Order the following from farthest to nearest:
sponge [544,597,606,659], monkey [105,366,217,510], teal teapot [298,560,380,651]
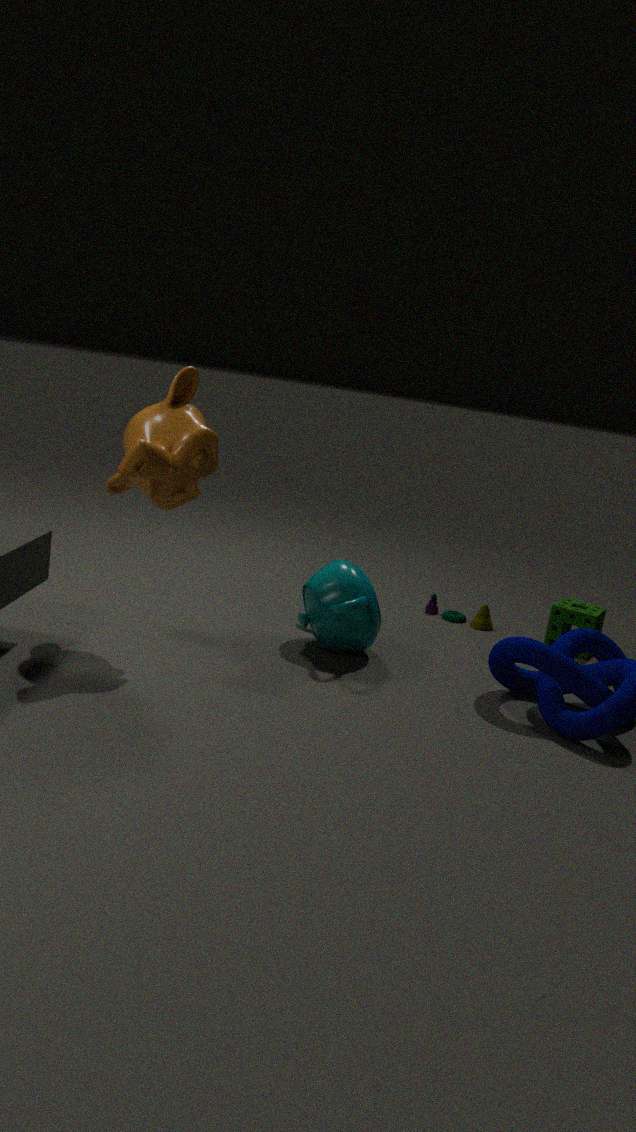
sponge [544,597,606,659] < teal teapot [298,560,380,651] < monkey [105,366,217,510]
